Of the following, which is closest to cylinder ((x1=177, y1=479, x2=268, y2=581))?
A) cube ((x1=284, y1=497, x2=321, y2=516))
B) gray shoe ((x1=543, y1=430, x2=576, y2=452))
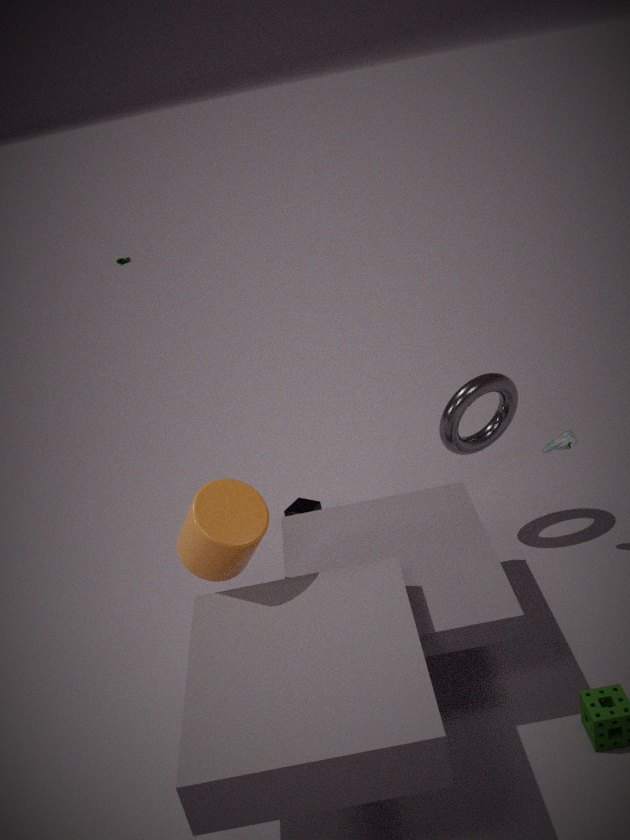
cube ((x1=284, y1=497, x2=321, y2=516))
